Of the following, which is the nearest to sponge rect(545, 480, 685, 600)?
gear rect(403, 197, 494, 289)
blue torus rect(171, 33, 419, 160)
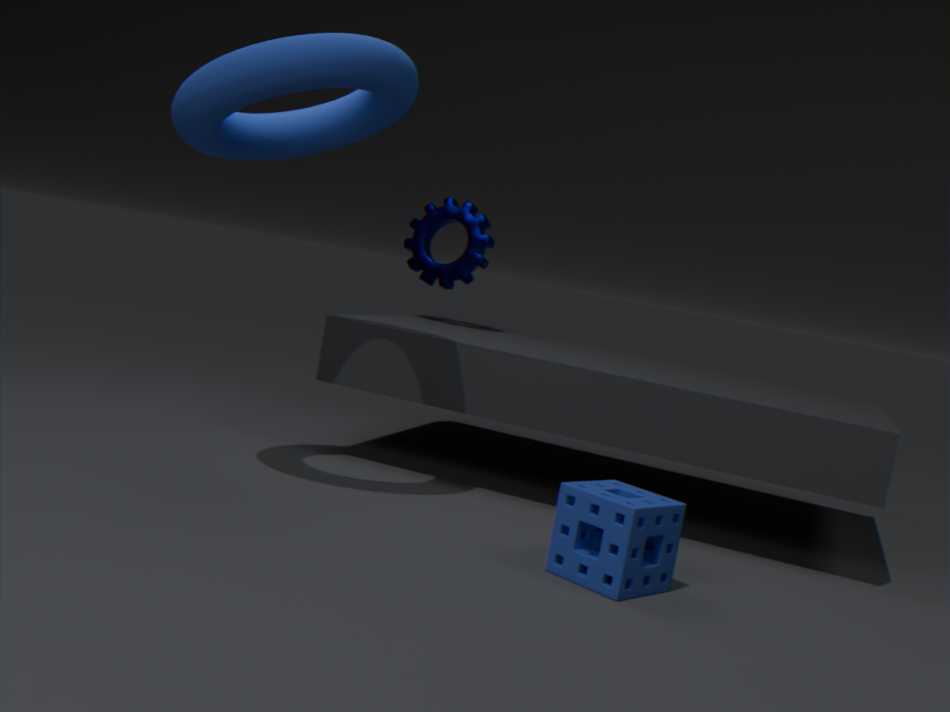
blue torus rect(171, 33, 419, 160)
